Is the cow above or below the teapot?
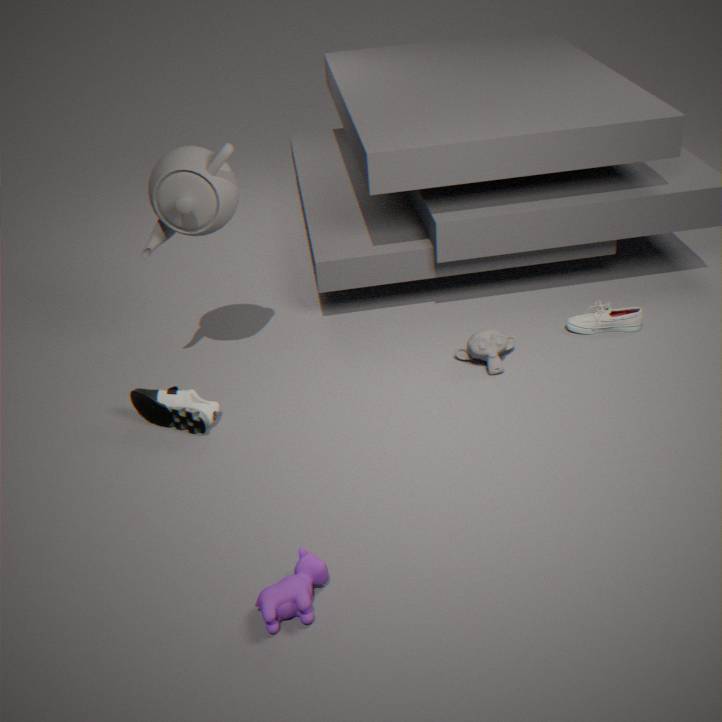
below
